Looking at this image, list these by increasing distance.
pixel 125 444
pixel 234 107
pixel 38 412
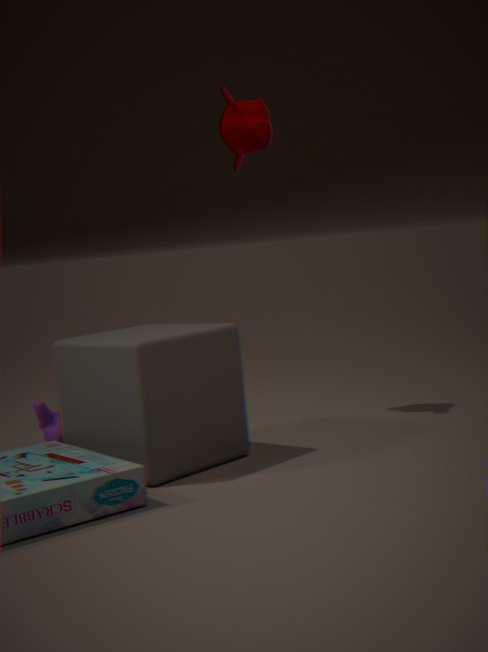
pixel 125 444 → pixel 38 412 → pixel 234 107
